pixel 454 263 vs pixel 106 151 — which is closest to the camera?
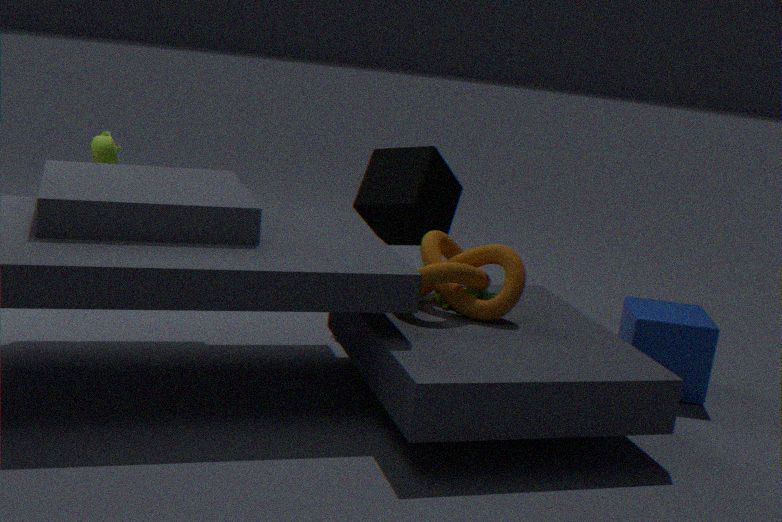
pixel 454 263
